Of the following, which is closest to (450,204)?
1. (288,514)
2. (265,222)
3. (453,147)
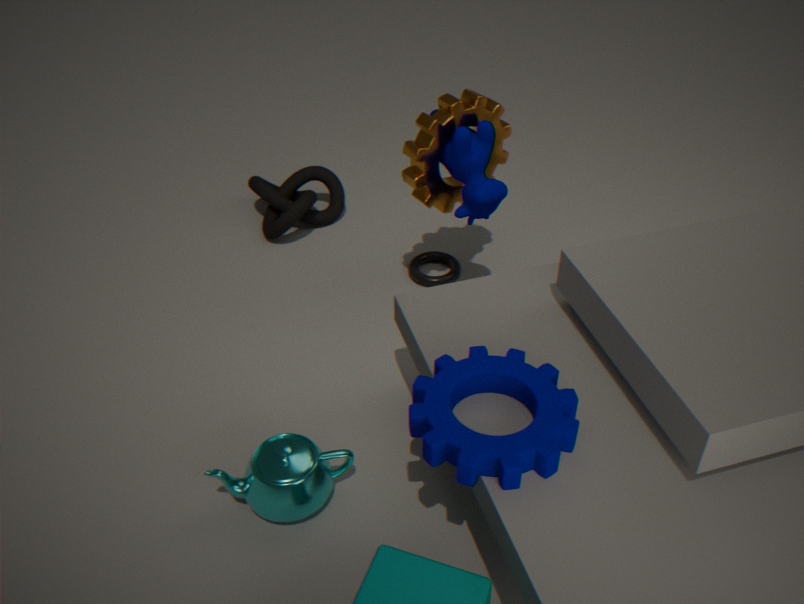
(453,147)
